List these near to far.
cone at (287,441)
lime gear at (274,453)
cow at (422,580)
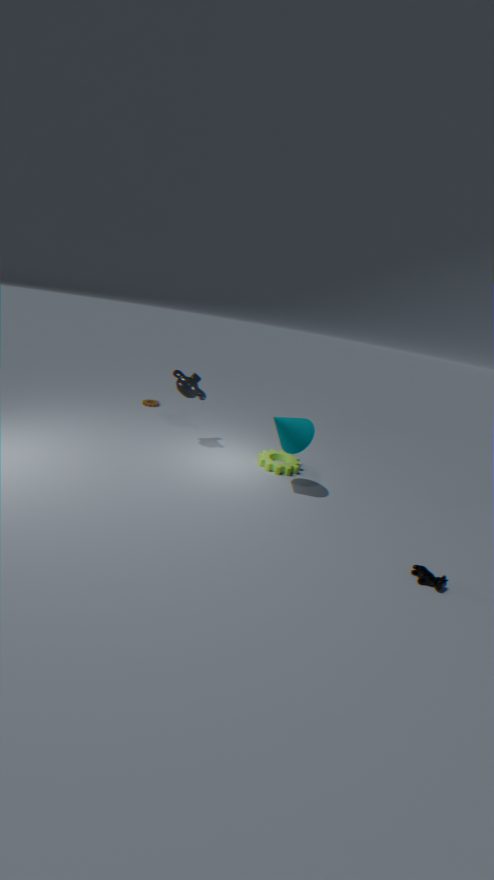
cow at (422,580) < cone at (287,441) < lime gear at (274,453)
